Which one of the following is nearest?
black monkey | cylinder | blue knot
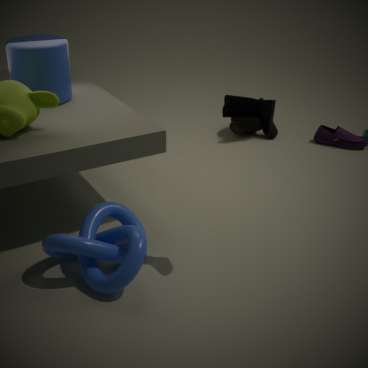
blue knot
